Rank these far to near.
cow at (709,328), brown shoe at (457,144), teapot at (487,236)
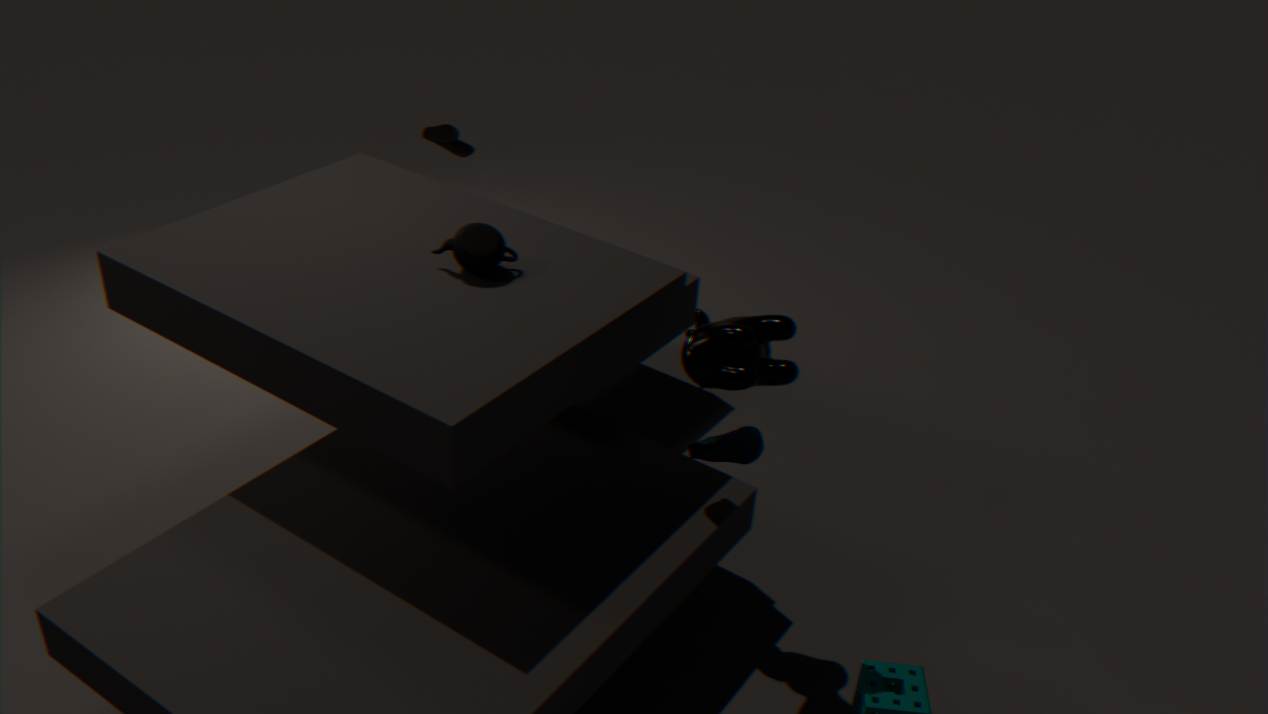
brown shoe at (457,144), teapot at (487,236), cow at (709,328)
